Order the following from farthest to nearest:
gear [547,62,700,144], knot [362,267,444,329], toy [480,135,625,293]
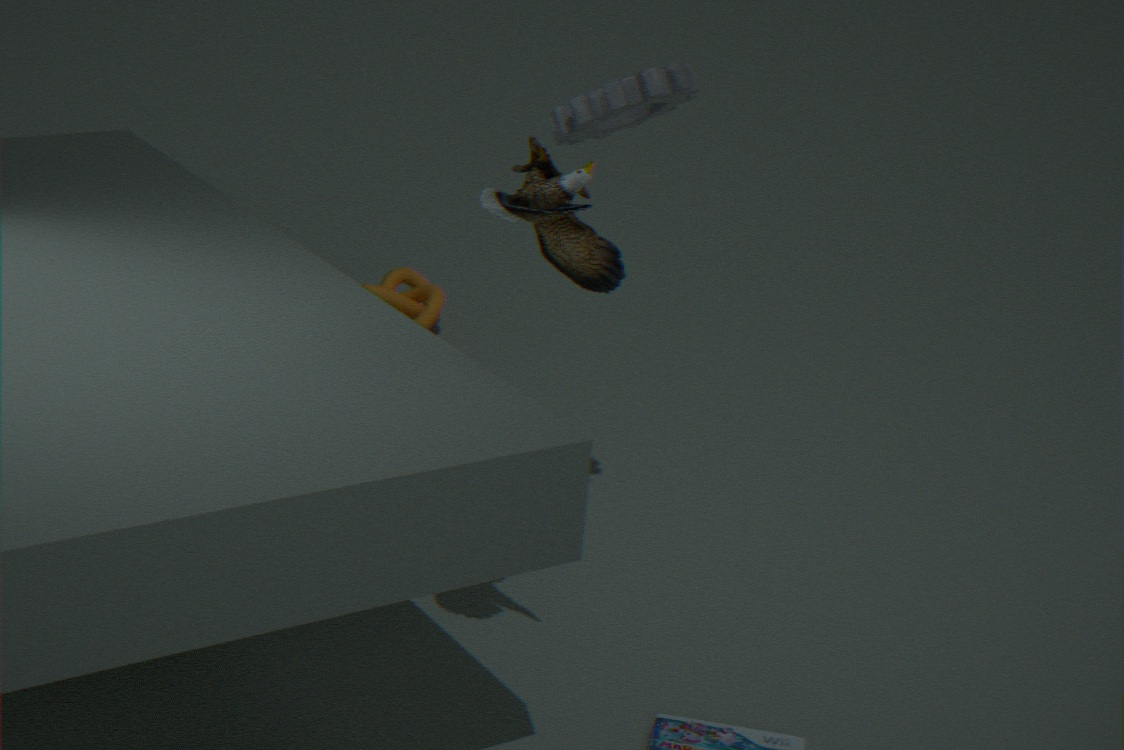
knot [362,267,444,329]
gear [547,62,700,144]
toy [480,135,625,293]
